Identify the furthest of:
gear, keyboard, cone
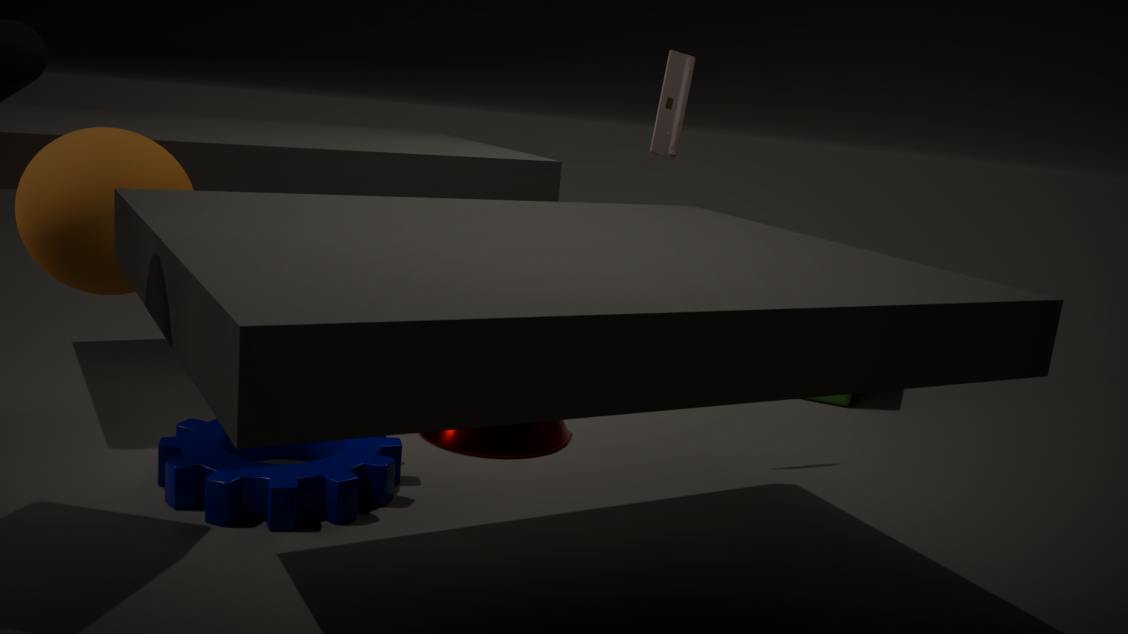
cone
